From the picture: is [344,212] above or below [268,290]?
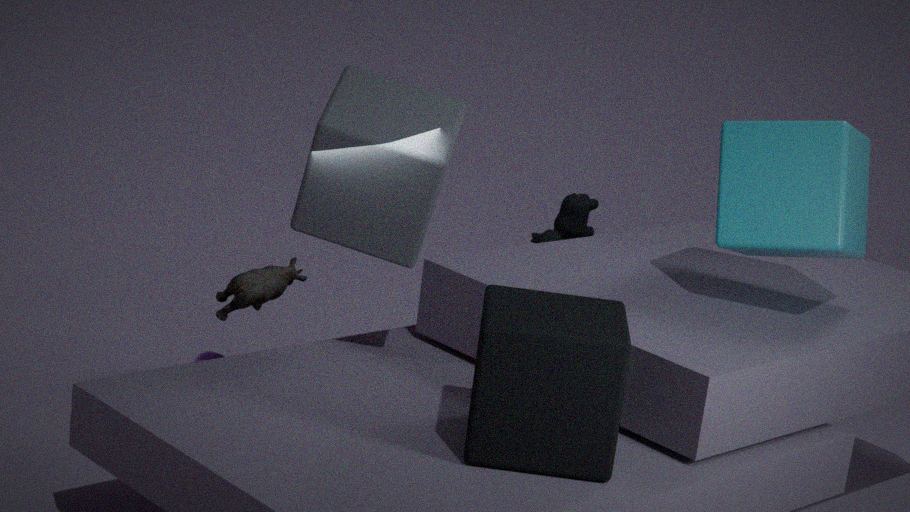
above
